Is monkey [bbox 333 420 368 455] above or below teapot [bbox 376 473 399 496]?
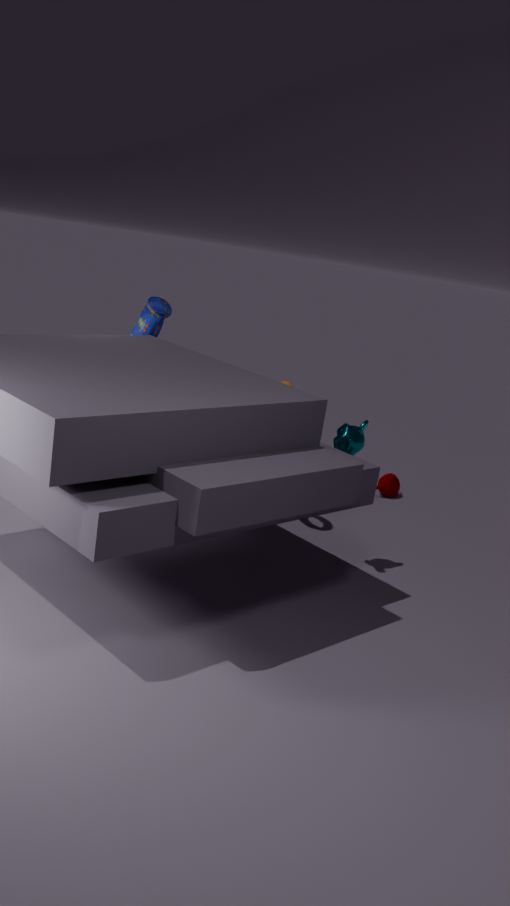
above
